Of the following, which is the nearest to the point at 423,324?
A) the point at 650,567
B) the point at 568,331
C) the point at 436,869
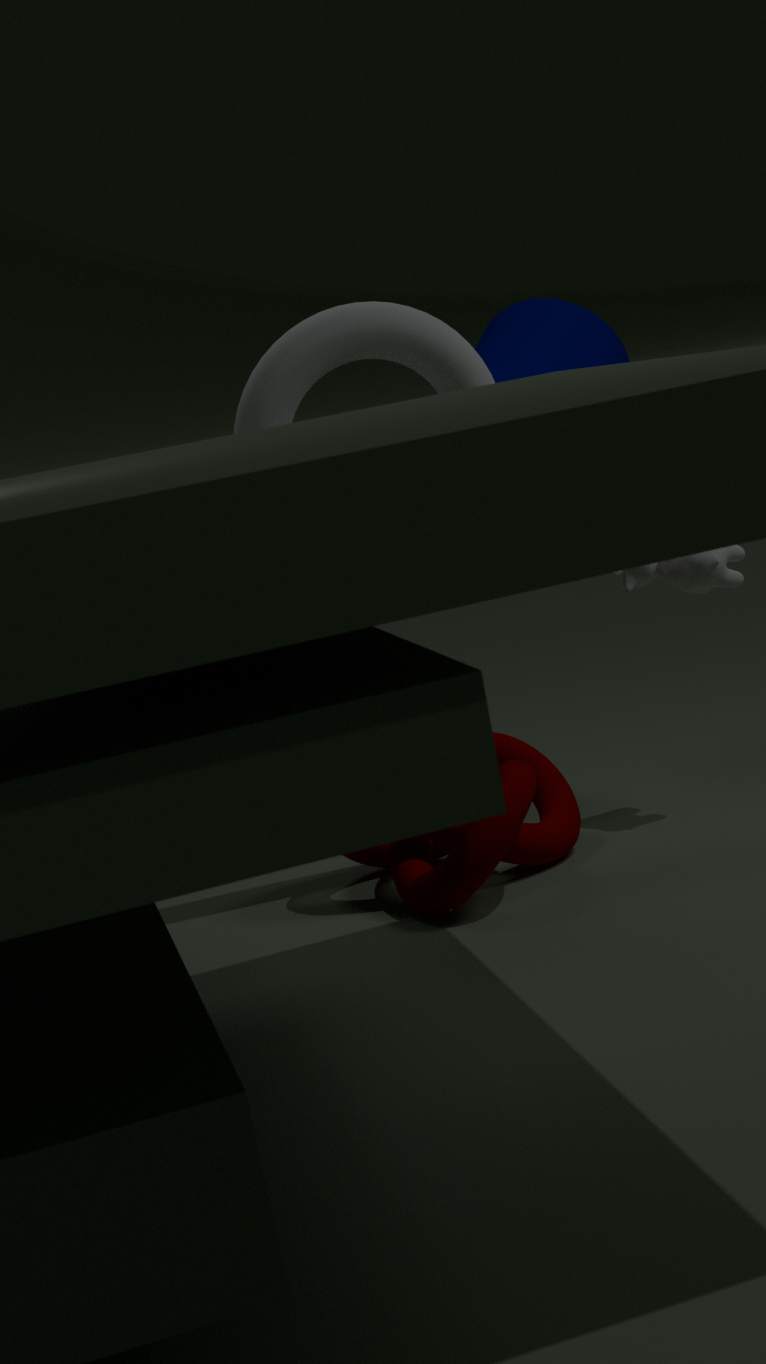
the point at 568,331
